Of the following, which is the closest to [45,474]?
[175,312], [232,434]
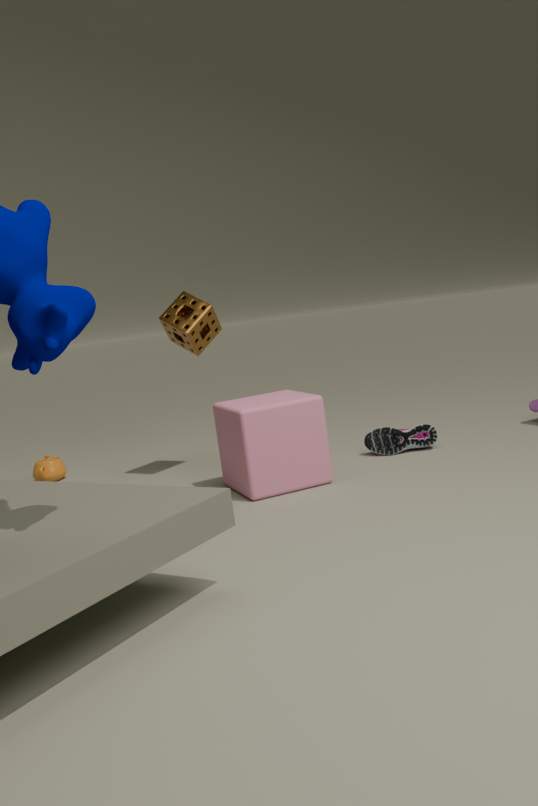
[175,312]
